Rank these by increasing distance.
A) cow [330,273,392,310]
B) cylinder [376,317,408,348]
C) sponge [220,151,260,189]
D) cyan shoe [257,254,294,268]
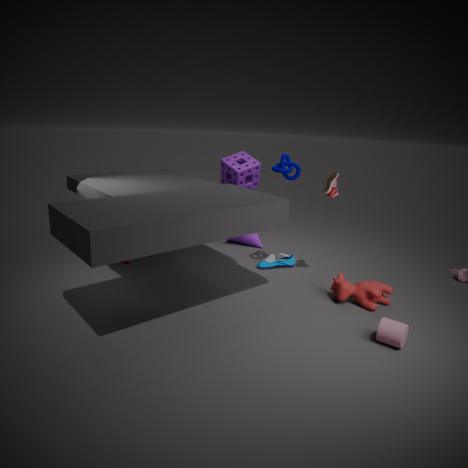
cylinder [376,317,408,348]
cow [330,273,392,310]
cyan shoe [257,254,294,268]
sponge [220,151,260,189]
